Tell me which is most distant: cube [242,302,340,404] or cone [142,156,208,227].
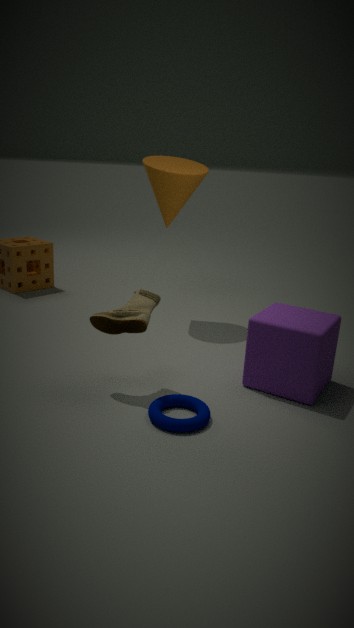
cone [142,156,208,227]
